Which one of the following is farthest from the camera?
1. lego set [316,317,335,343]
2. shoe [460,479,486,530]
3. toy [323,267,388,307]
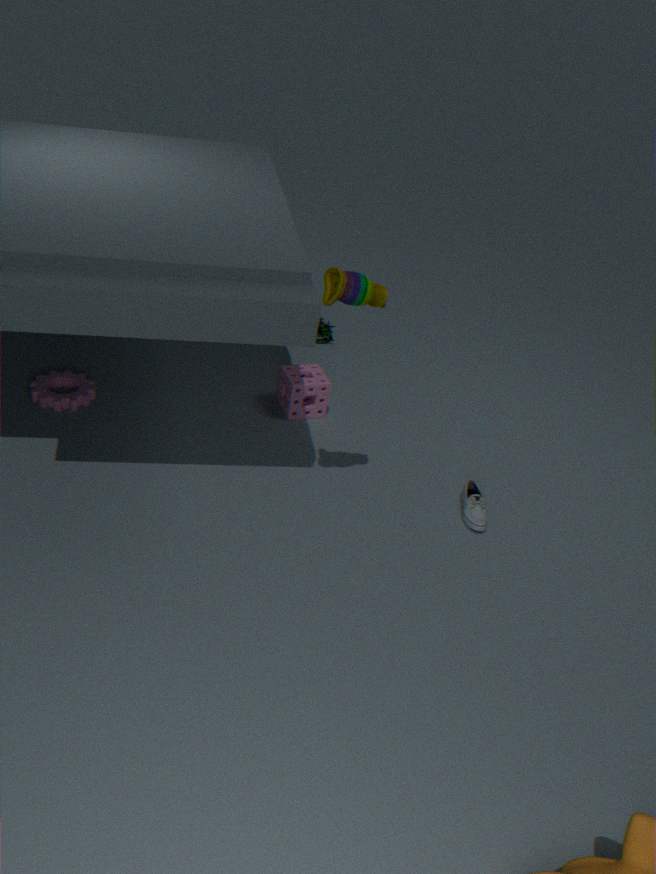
lego set [316,317,335,343]
